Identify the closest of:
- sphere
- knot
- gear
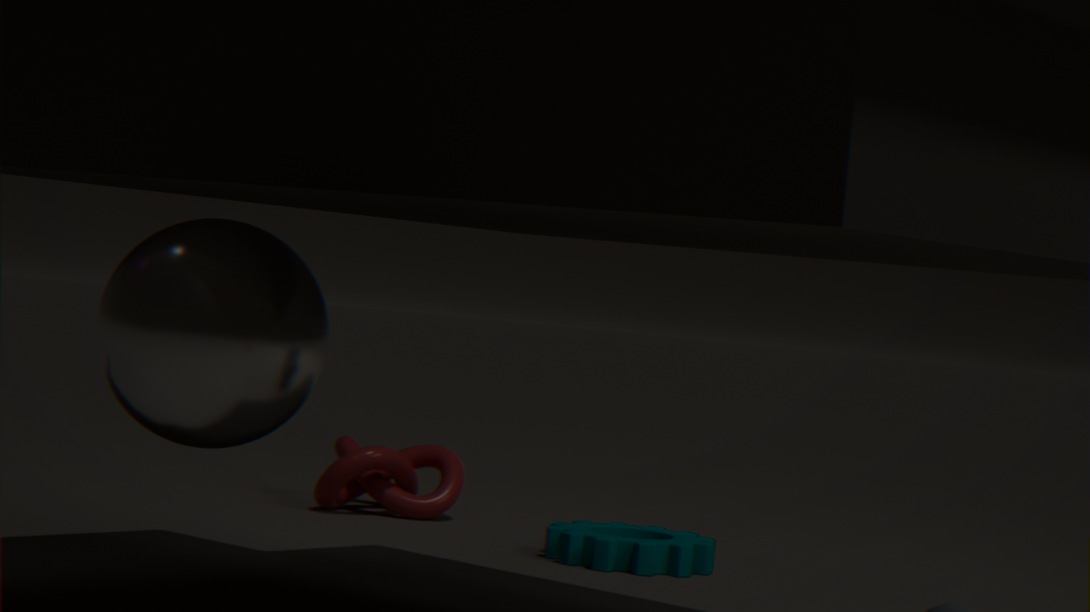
sphere
